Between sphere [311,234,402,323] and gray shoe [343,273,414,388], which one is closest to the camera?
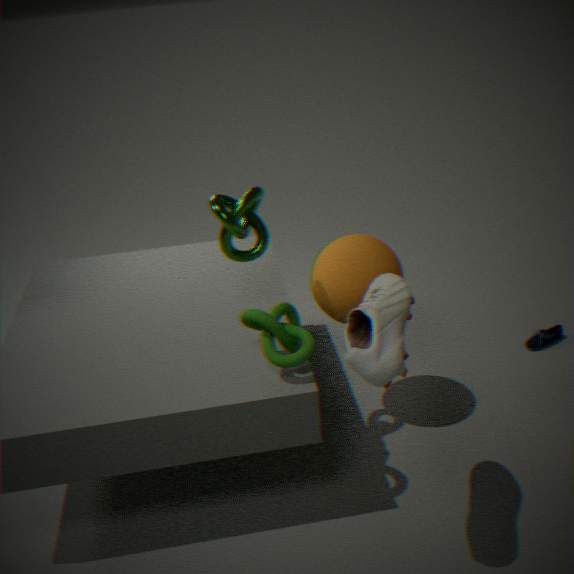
gray shoe [343,273,414,388]
